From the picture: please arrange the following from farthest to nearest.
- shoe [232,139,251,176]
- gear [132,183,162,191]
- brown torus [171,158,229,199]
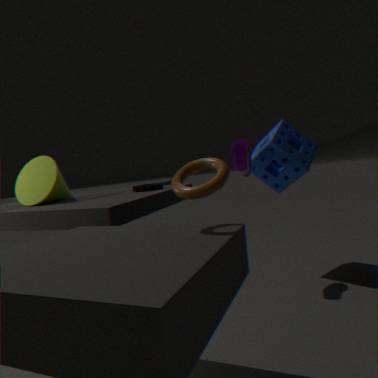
1. gear [132,183,162,191]
2. shoe [232,139,251,176]
3. brown torus [171,158,229,199]
